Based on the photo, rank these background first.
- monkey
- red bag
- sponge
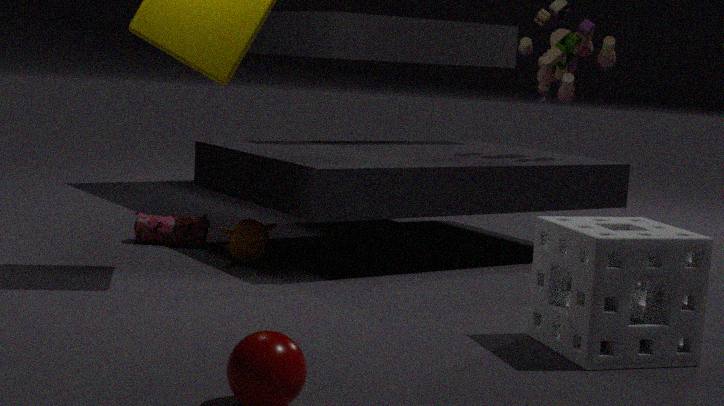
1. red bag
2. monkey
3. sponge
